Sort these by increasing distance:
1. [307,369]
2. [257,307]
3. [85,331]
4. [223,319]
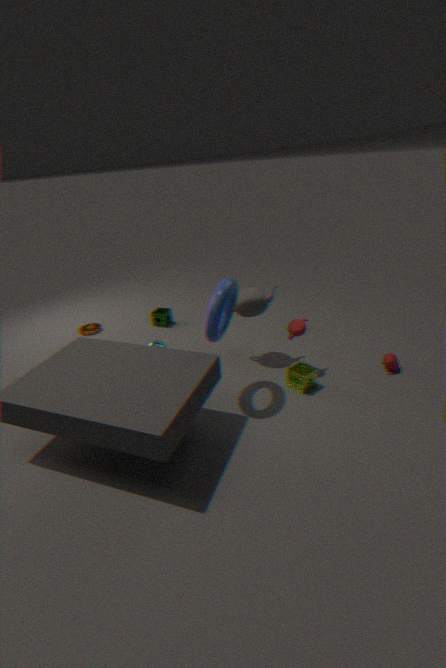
[223,319] < [307,369] < [257,307] < [85,331]
